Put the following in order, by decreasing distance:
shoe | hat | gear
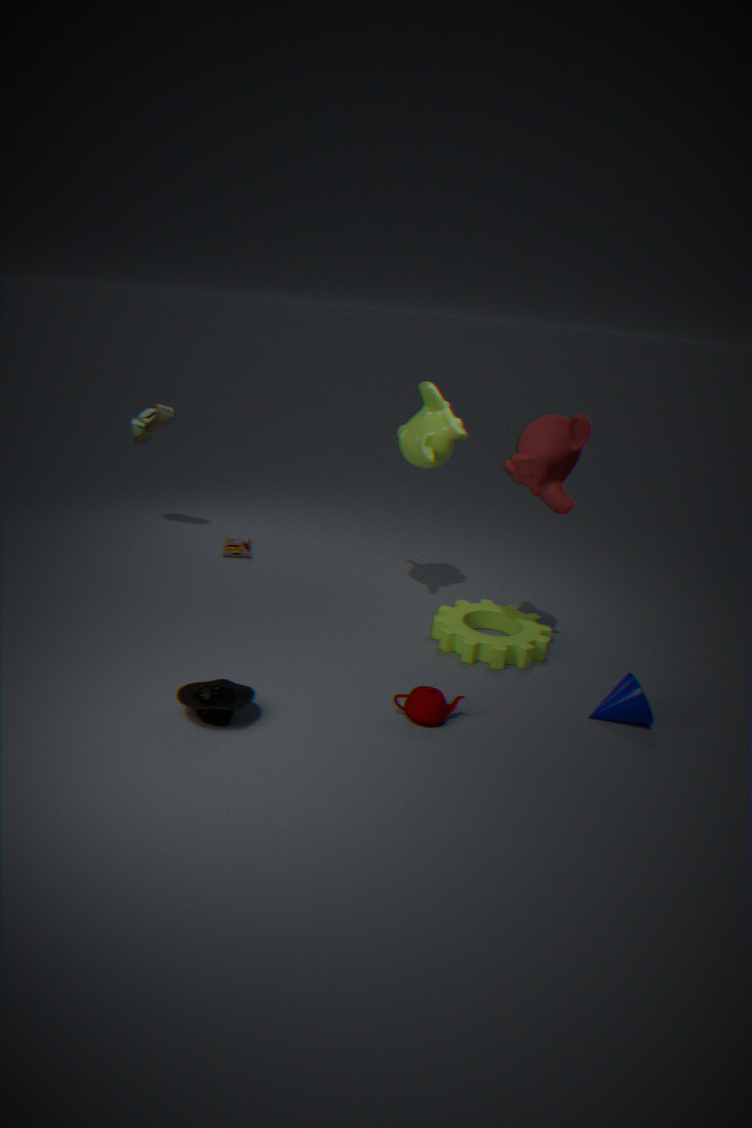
shoe → gear → hat
